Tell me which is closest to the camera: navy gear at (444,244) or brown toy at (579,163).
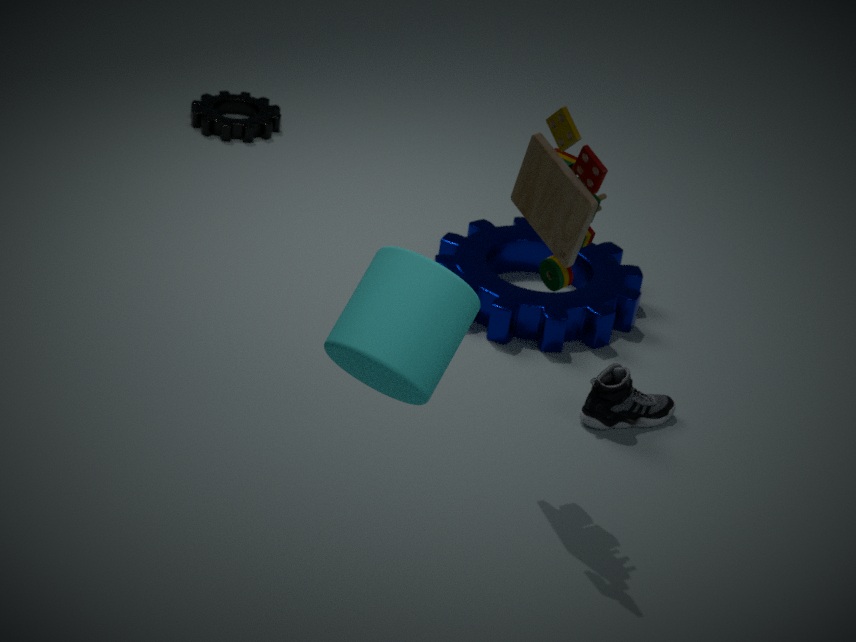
brown toy at (579,163)
